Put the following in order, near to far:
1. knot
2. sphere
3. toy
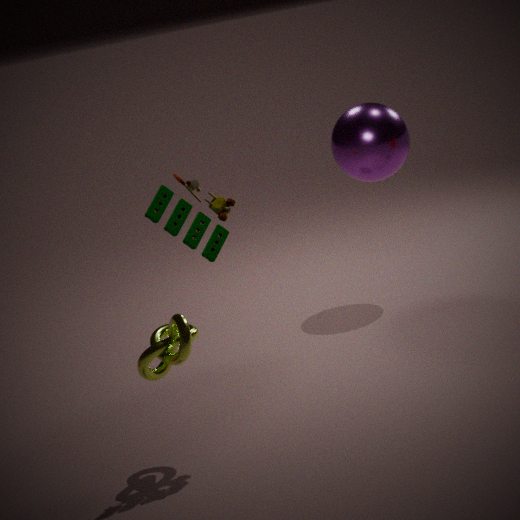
toy, knot, sphere
